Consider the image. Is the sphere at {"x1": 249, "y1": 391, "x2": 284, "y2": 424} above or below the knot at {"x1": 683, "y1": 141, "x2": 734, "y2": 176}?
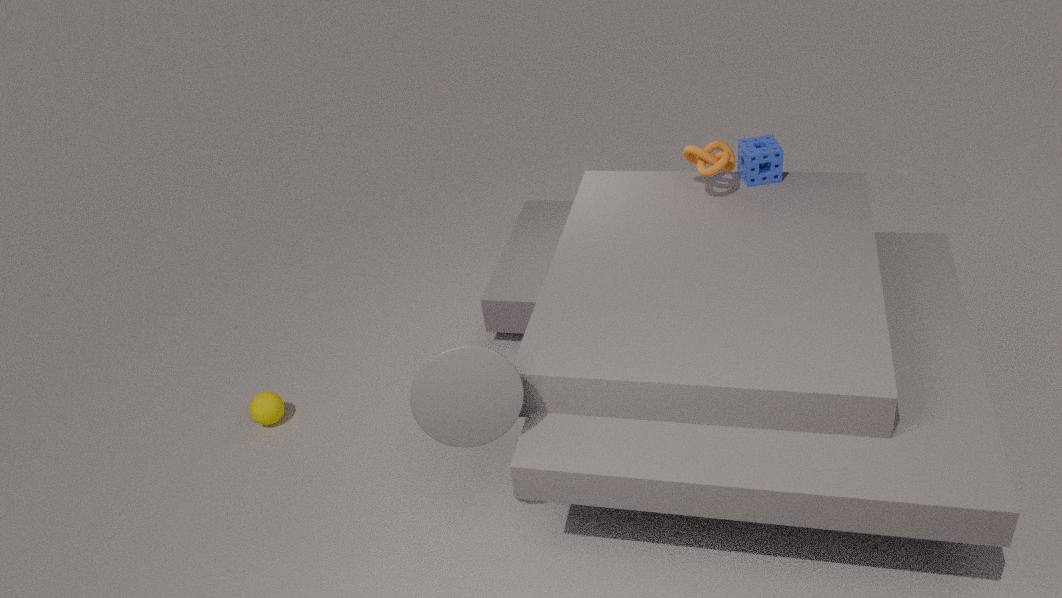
below
